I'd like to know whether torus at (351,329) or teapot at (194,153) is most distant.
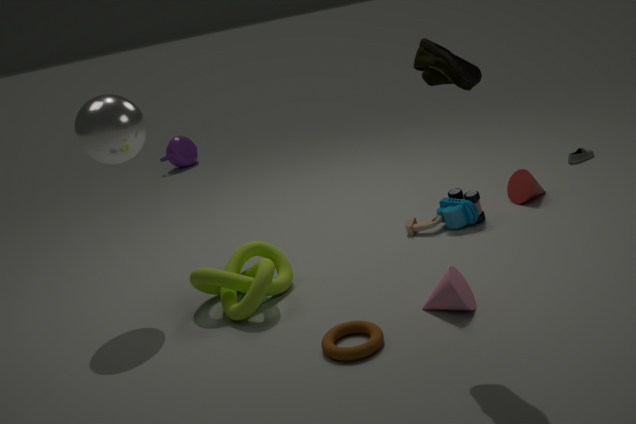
teapot at (194,153)
